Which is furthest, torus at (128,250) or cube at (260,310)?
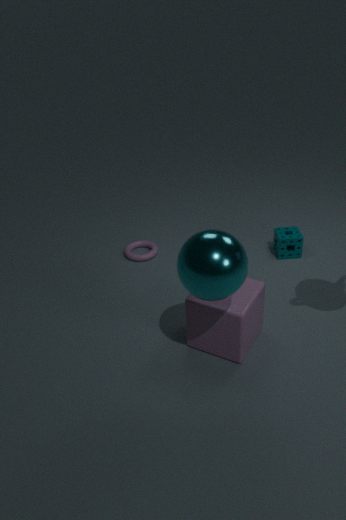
torus at (128,250)
